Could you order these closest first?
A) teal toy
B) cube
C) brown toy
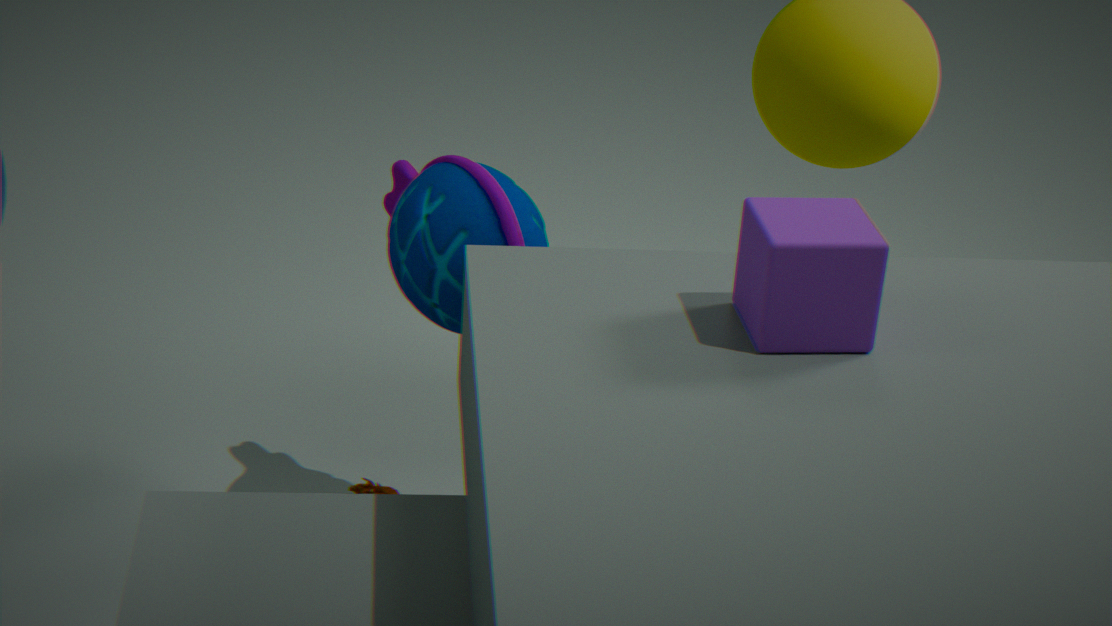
cube < teal toy < brown toy
